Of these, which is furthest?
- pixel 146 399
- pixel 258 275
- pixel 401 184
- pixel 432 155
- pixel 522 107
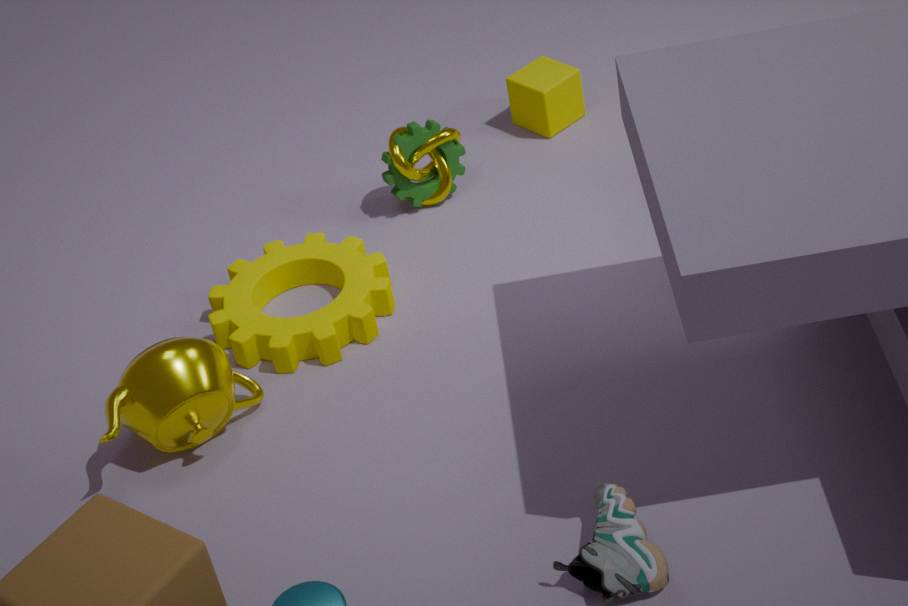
pixel 522 107
